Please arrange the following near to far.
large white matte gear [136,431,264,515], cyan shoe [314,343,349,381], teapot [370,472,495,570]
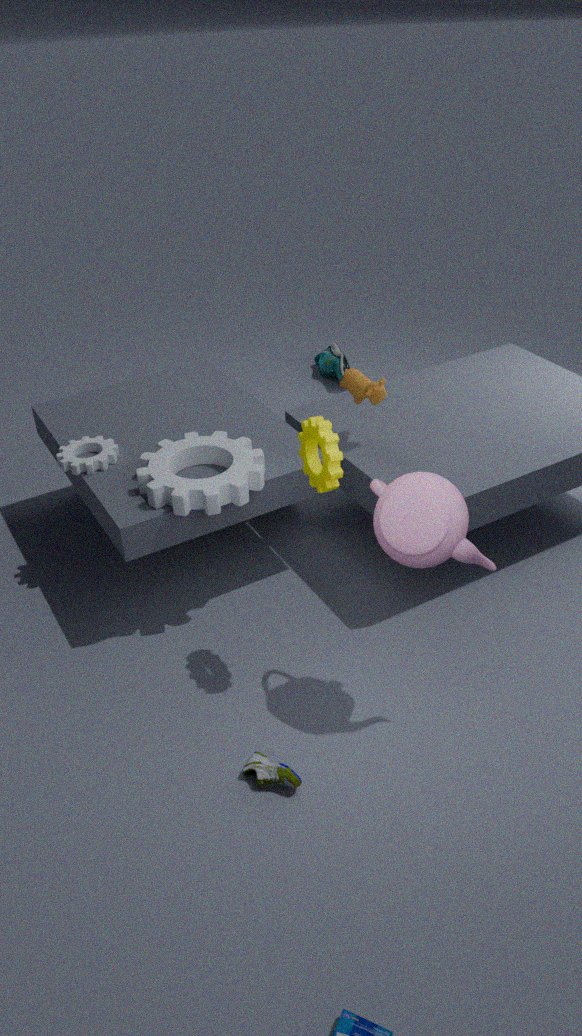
teapot [370,472,495,570] → large white matte gear [136,431,264,515] → cyan shoe [314,343,349,381]
